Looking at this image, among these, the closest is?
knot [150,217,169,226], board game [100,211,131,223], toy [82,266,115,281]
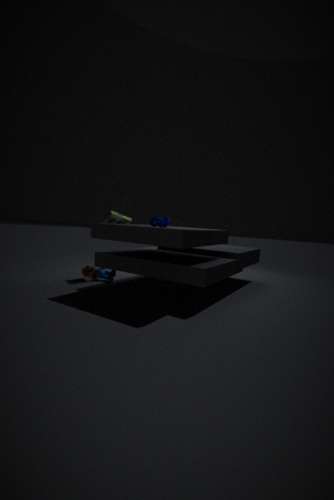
knot [150,217,169,226]
